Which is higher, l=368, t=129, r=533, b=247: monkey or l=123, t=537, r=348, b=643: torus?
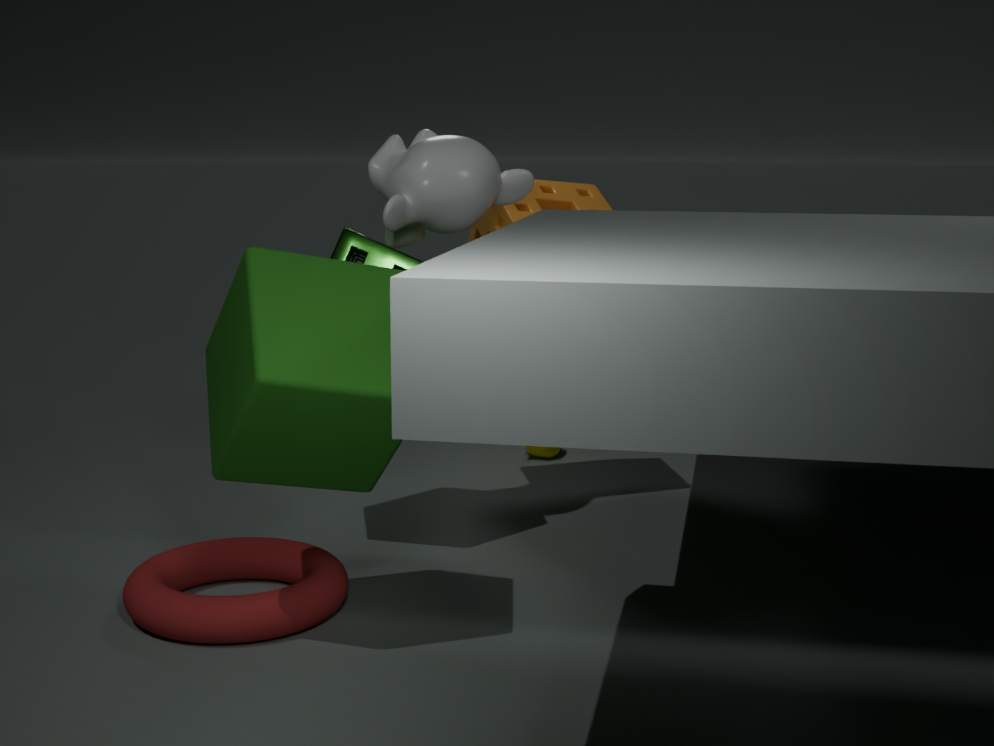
l=368, t=129, r=533, b=247: monkey
